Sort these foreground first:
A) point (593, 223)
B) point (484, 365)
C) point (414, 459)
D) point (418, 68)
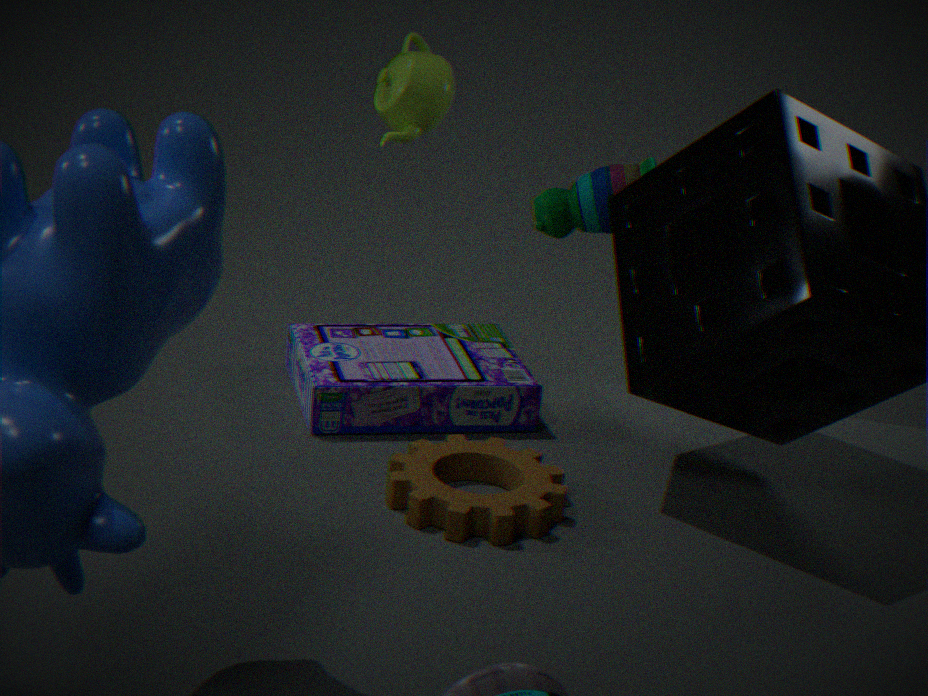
1. point (414, 459)
2. point (484, 365)
3. point (418, 68)
4. point (593, 223)
